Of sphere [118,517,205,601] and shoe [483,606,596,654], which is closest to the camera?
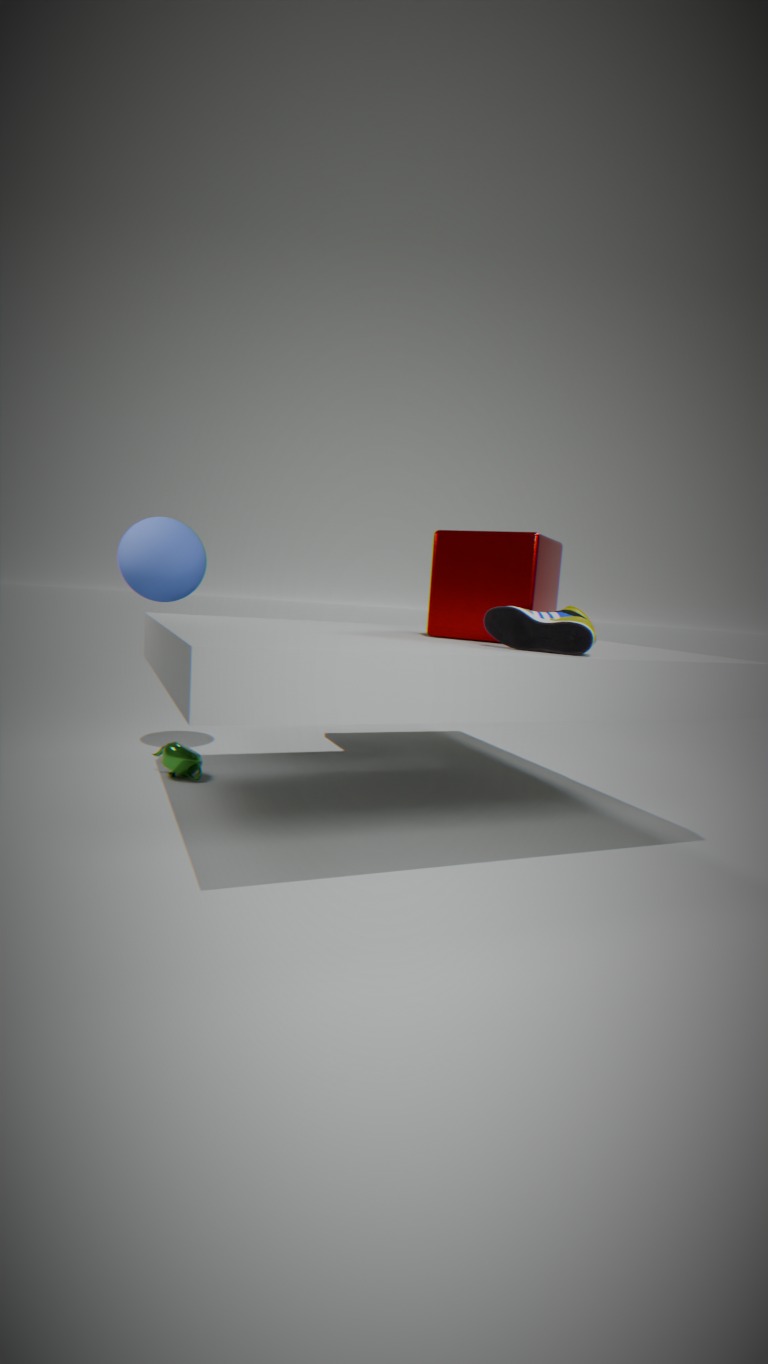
shoe [483,606,596,654]
